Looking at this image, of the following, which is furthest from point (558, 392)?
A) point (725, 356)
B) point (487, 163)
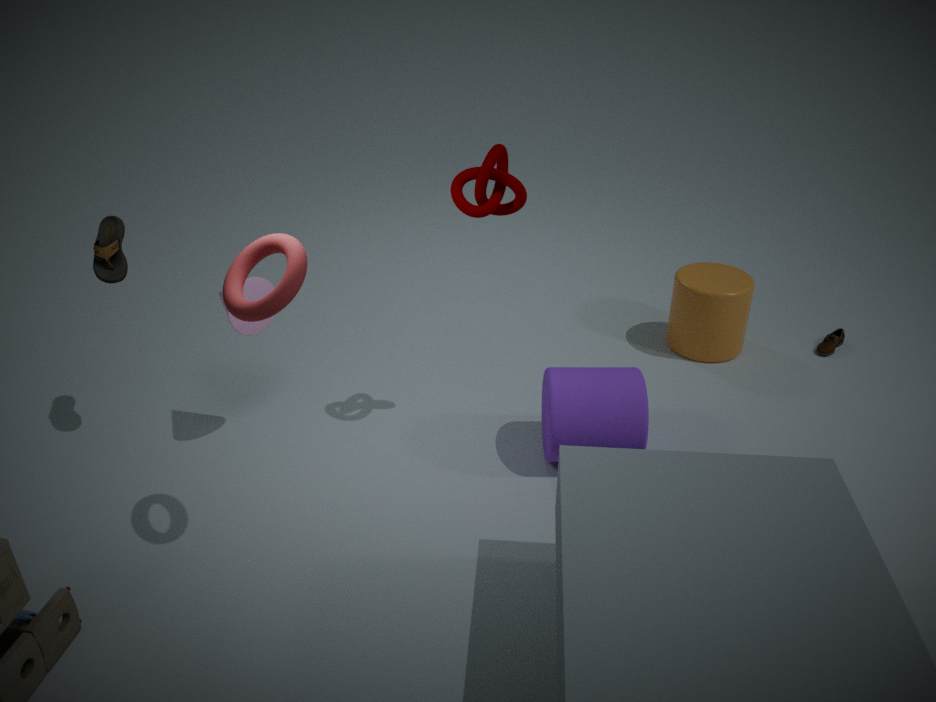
point (725, 356)
